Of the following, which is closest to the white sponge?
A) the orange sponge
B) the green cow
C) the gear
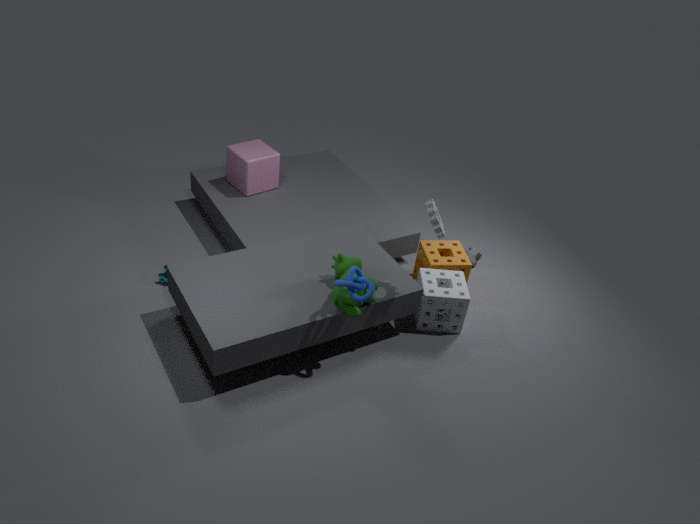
the orange sponge
